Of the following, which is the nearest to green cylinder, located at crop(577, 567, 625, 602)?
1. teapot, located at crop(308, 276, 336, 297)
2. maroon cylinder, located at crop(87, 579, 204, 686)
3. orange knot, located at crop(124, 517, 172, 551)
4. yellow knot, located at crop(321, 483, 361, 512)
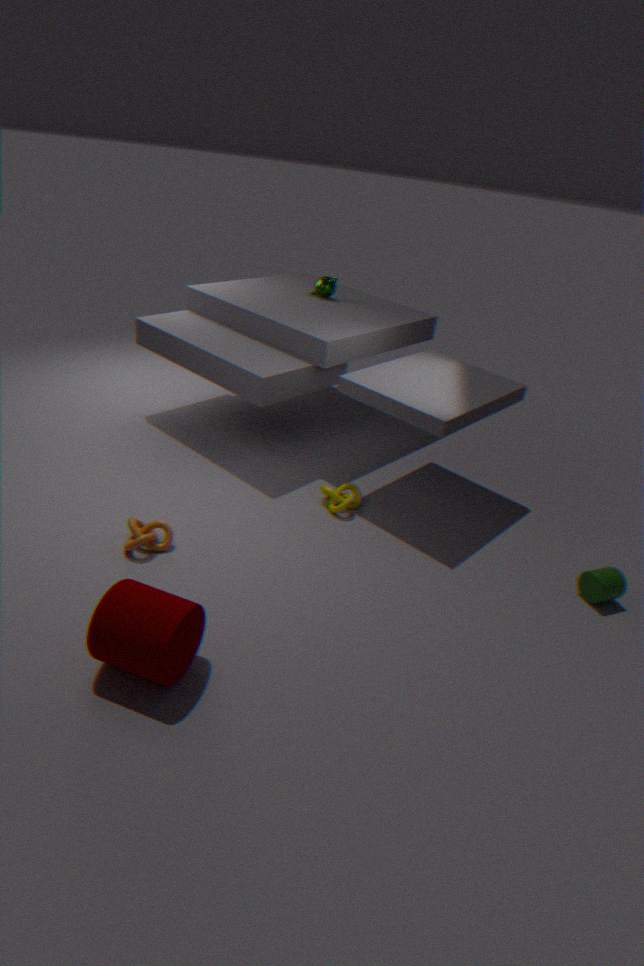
yellow knot, located at crop(321, 483, 361, 512)
